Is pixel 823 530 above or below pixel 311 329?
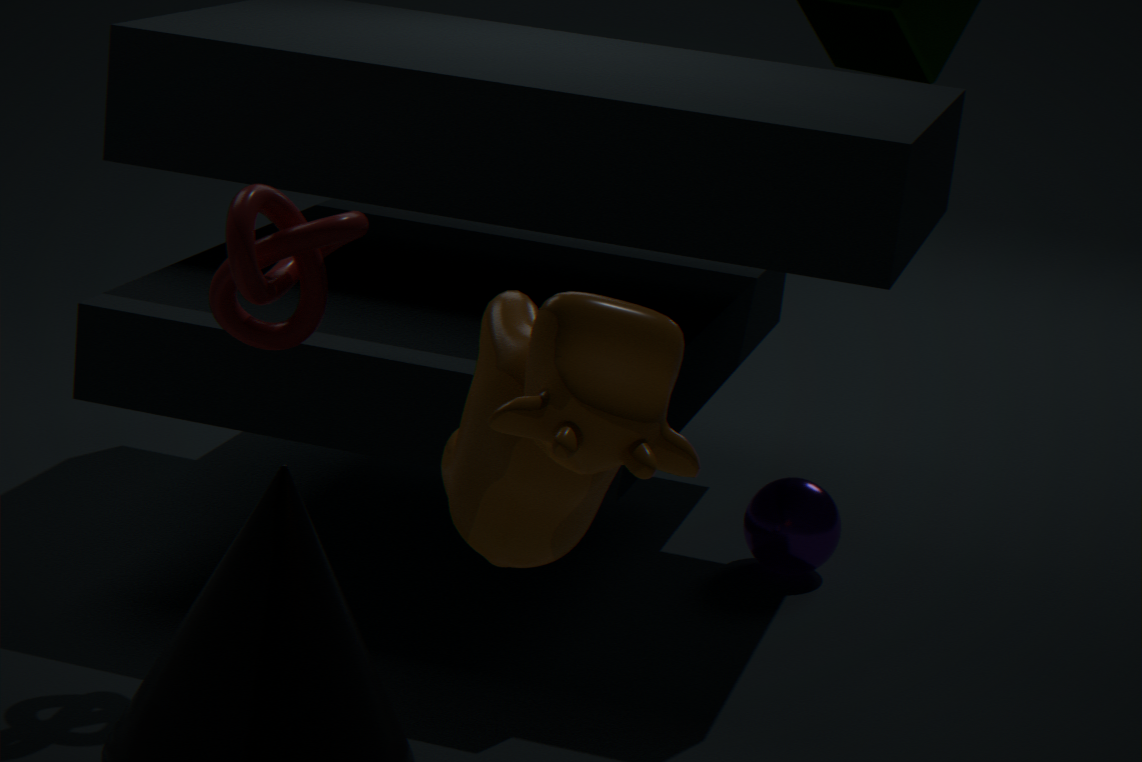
below
